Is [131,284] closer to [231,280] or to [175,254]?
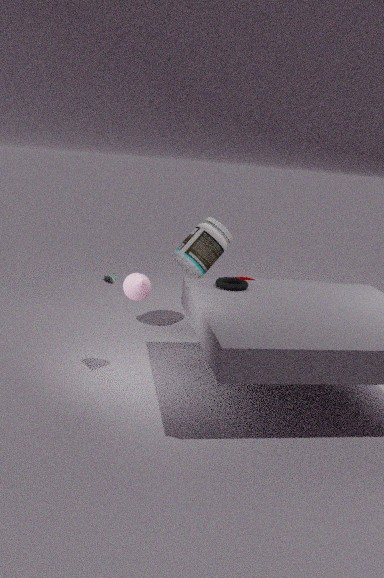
[231,280]
